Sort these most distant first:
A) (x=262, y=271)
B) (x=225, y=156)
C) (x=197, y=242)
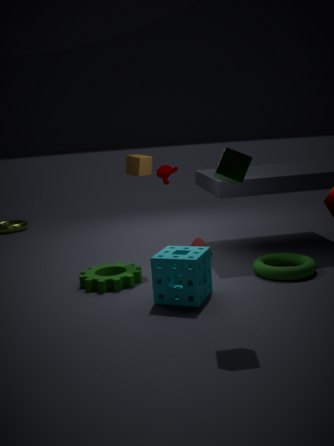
1. (x=197, y=242)
2. (x=262, y=271)
3. (x=225, y=156)
